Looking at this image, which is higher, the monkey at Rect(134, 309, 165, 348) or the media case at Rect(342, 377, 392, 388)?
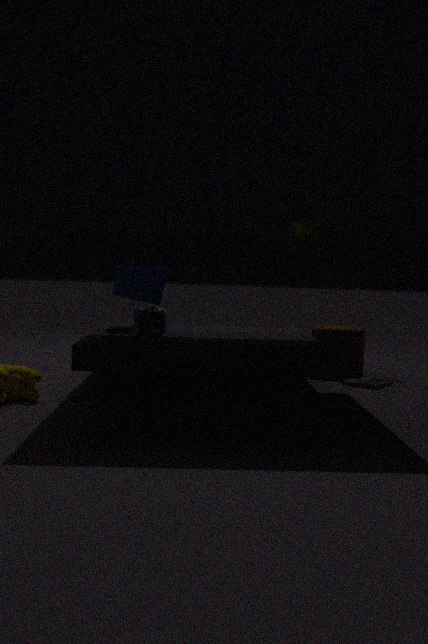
the monkey at Rect(134, 309, 165, 348)
